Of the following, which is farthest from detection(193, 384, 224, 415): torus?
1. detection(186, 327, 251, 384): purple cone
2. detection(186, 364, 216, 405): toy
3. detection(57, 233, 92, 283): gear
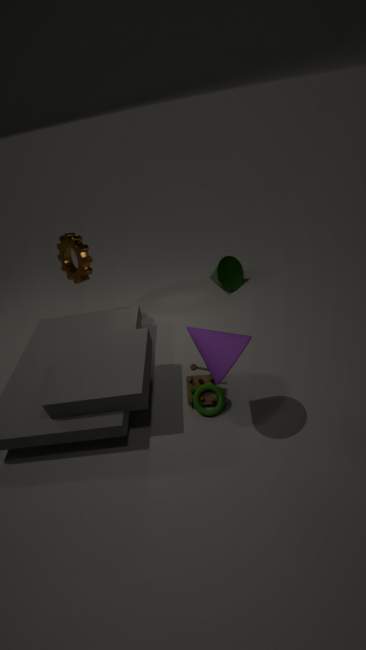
detection(57, 233, 92, 283): gear
